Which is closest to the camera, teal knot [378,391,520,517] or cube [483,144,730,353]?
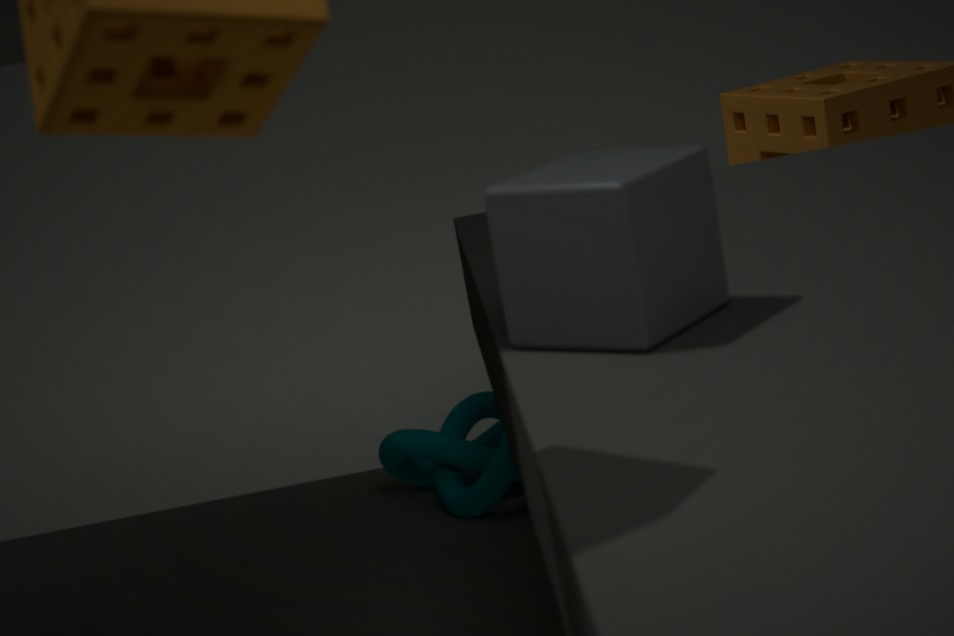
cube [483,144,730,353]
